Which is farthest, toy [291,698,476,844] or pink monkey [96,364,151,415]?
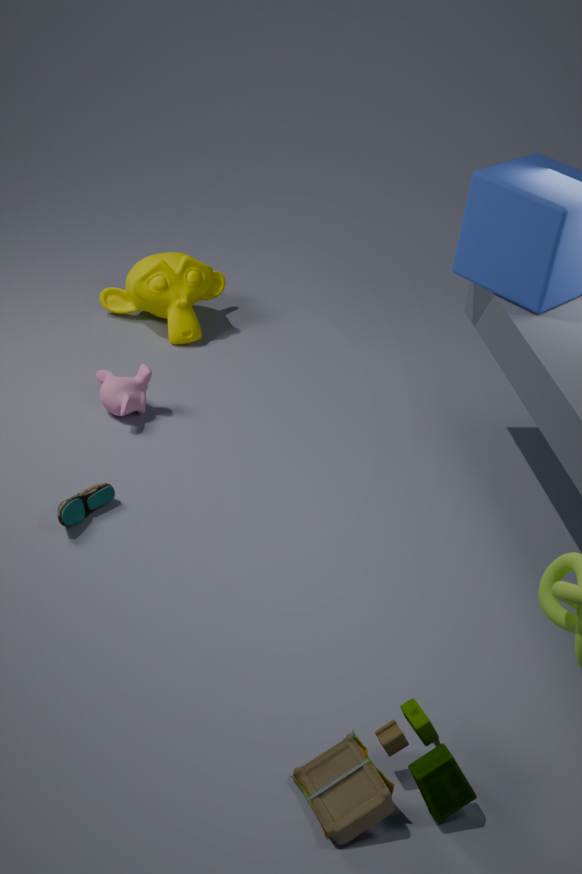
pink monkey [96,364,151,415]
